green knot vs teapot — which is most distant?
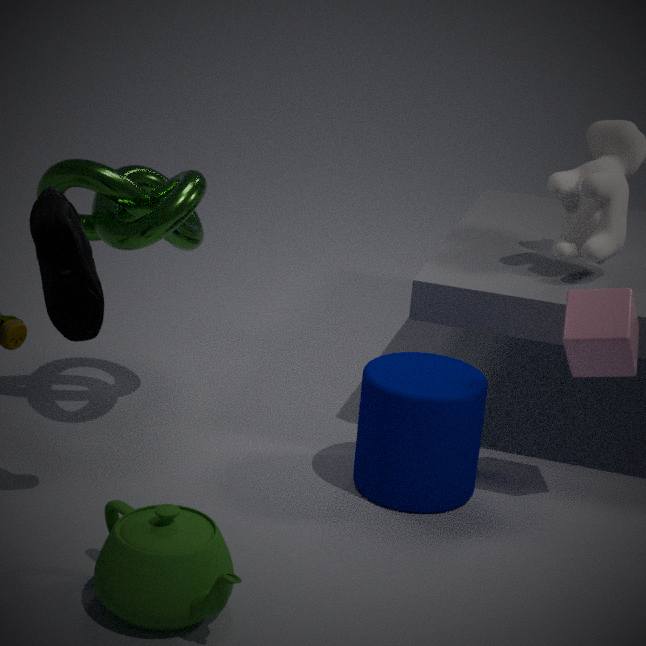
green knot
